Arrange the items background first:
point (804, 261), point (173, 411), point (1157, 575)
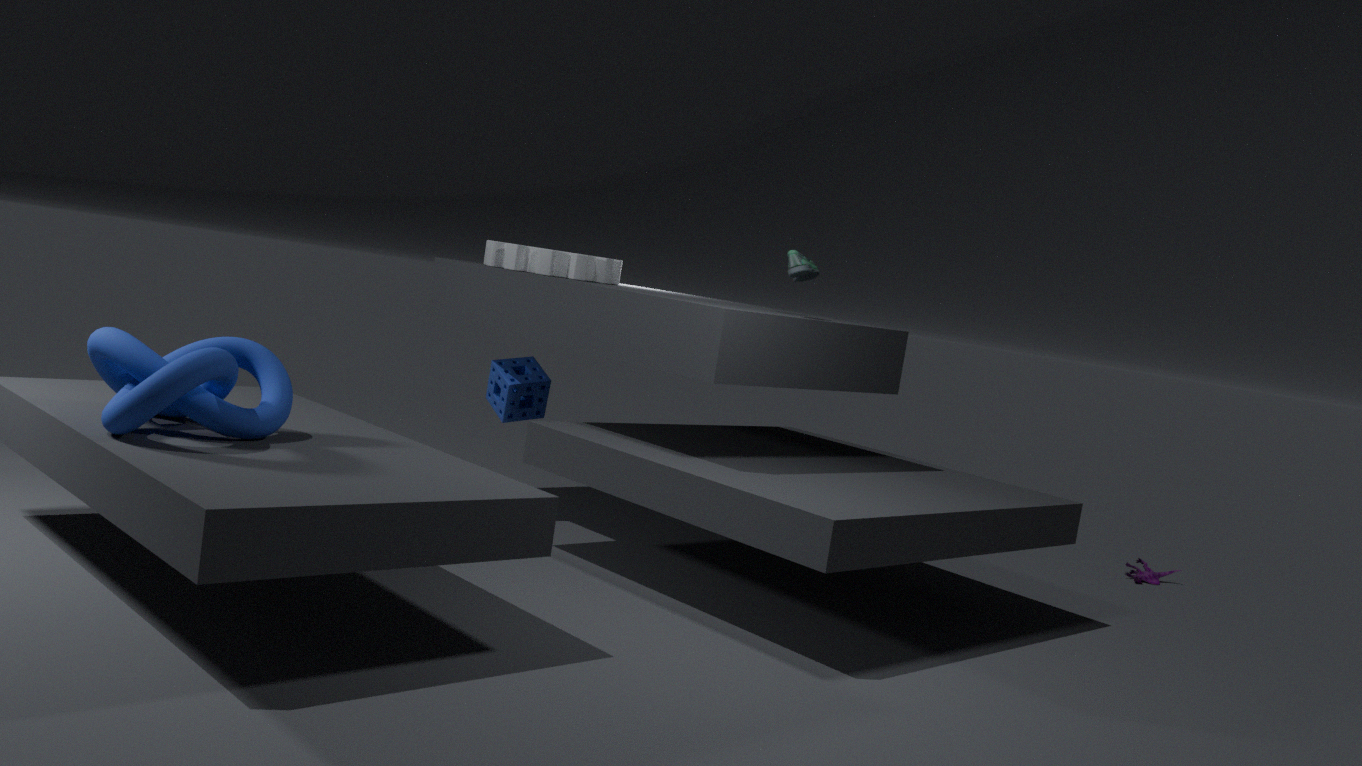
point (1157, 575), point (804, 261), point (173, 411)
